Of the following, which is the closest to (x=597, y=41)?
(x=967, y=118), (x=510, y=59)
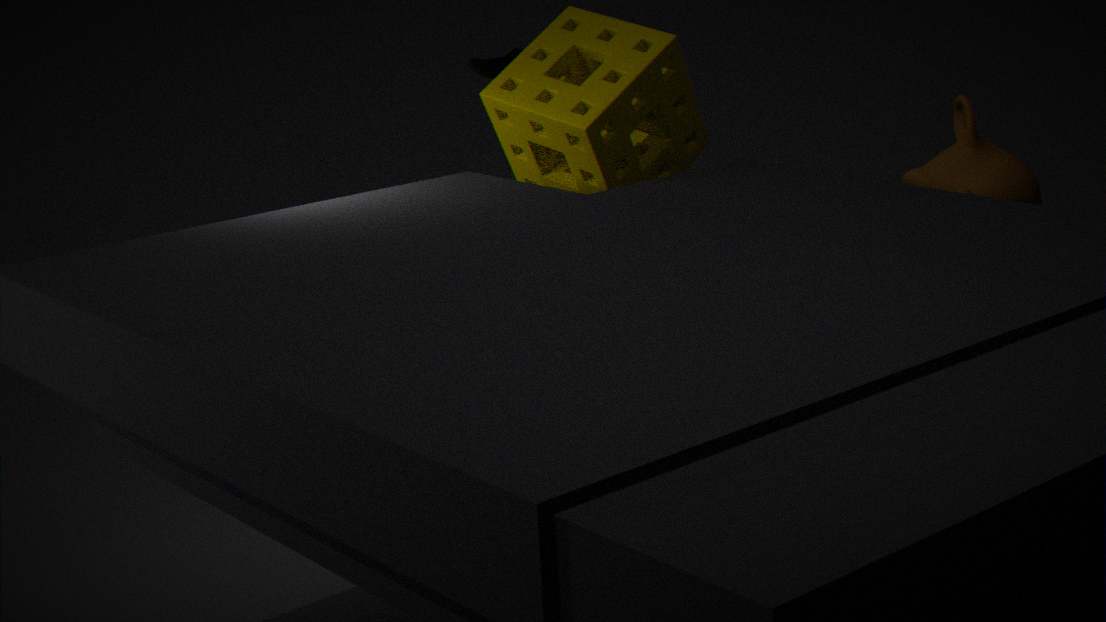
(x=510, y=59)
